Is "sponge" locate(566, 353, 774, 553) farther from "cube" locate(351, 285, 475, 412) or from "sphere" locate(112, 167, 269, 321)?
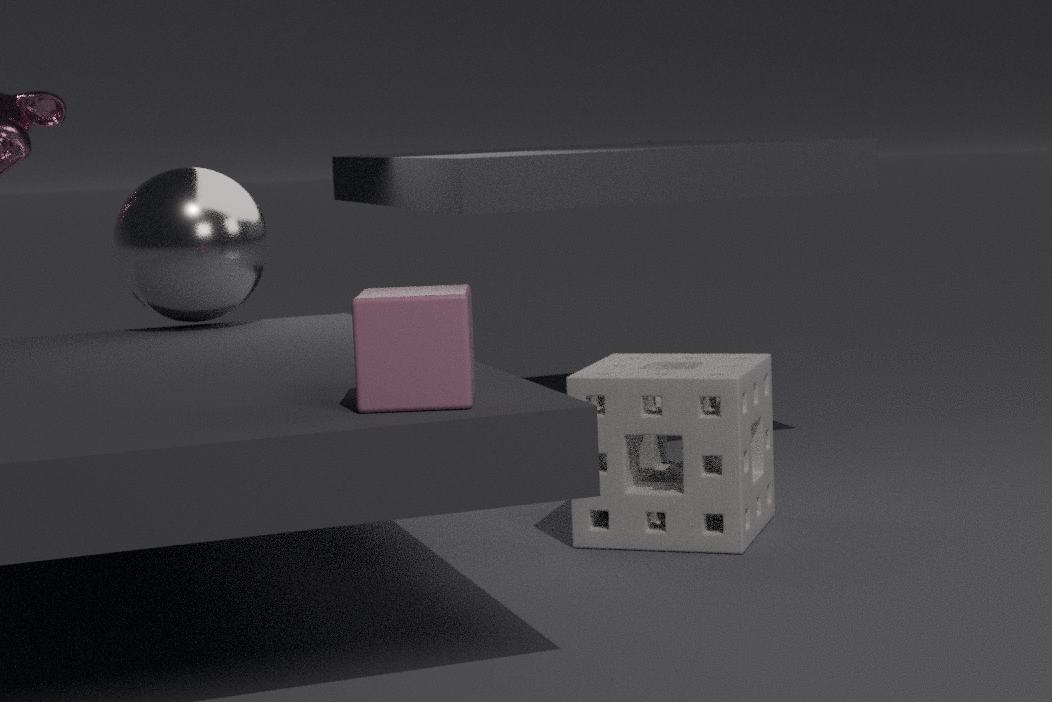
"sphere" locate(112, 167, 269, 321)
